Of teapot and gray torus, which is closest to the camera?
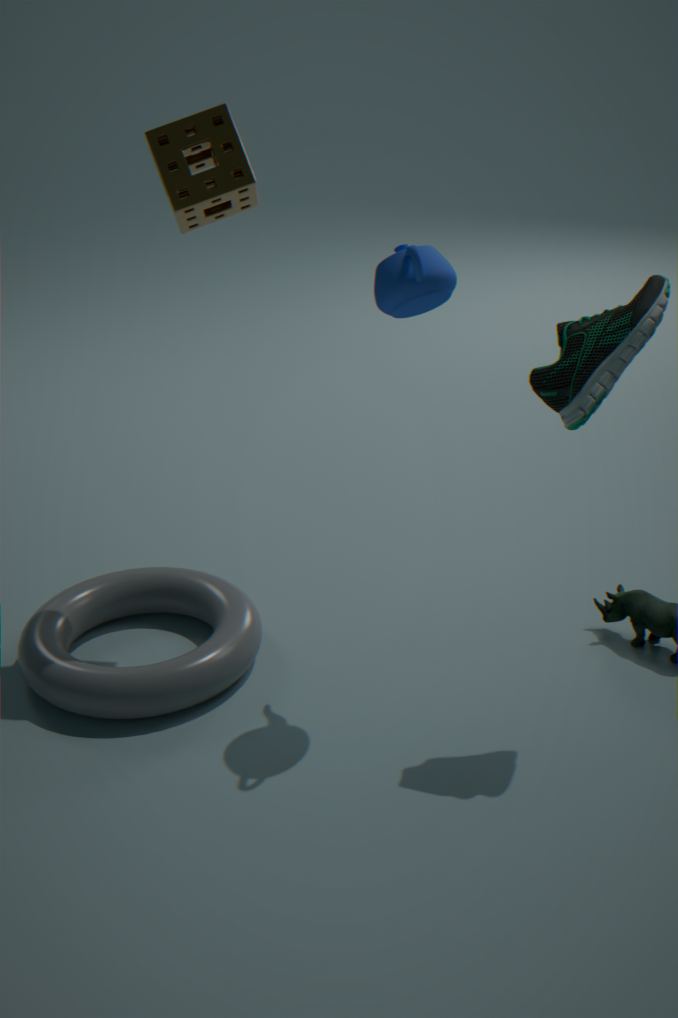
teapot
